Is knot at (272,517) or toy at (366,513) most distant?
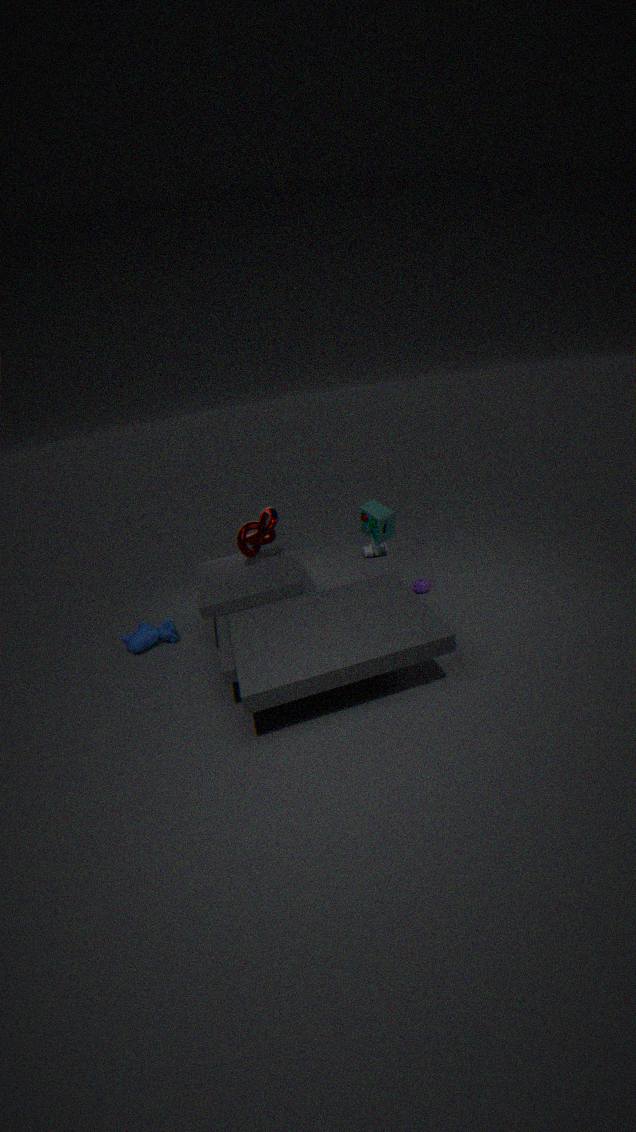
knot at (272,517)
